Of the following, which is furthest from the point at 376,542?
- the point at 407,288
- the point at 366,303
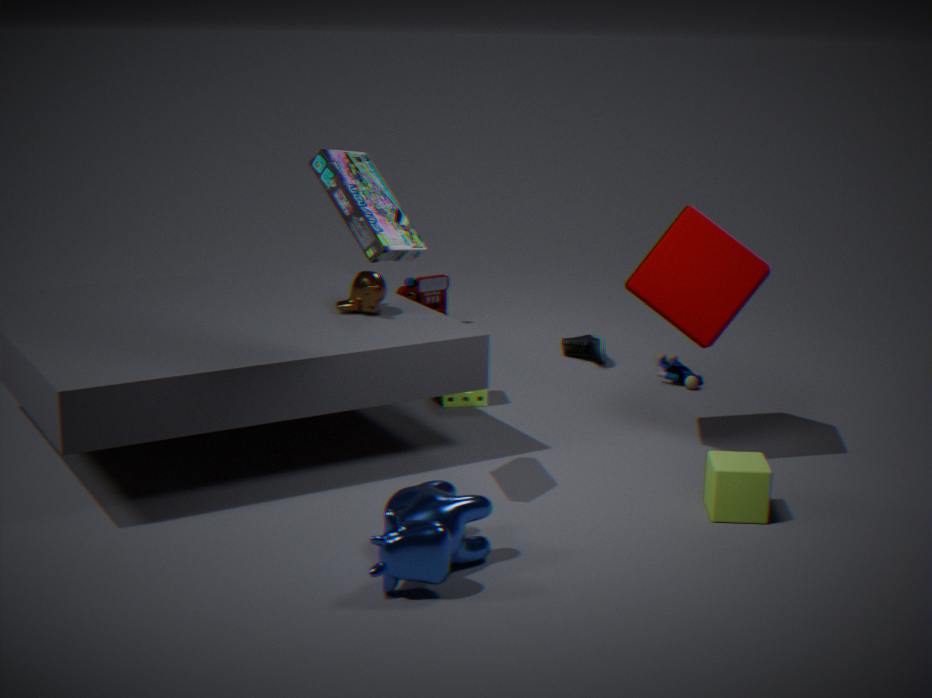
the point at 407,288
